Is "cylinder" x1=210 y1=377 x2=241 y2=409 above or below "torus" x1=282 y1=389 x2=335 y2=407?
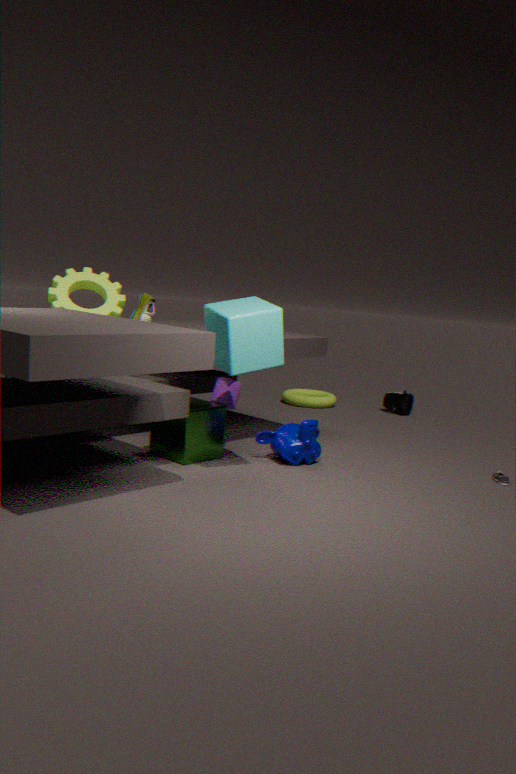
above
